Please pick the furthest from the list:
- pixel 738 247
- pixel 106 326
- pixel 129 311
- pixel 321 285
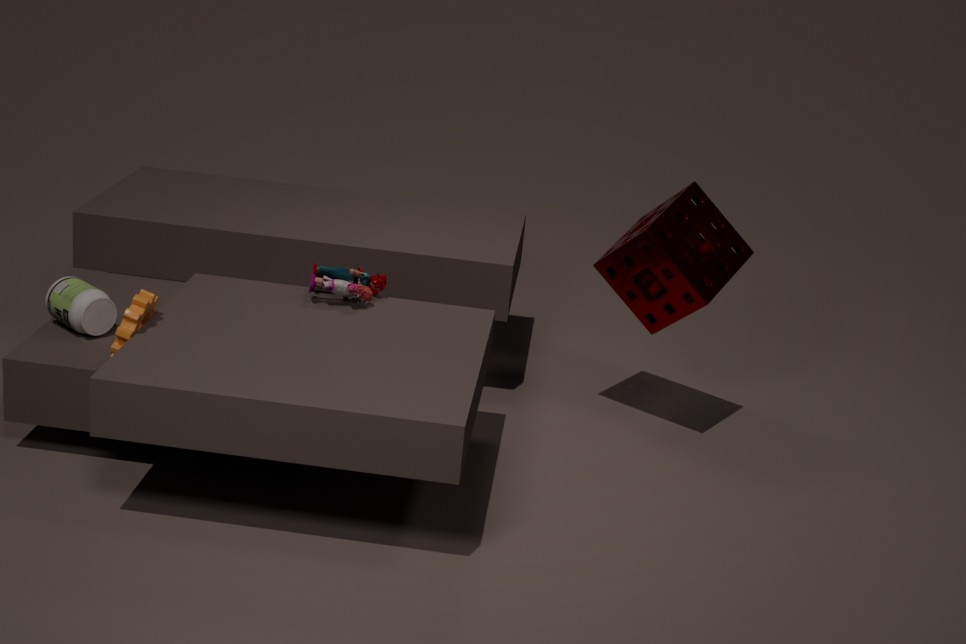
pixel 738 247
